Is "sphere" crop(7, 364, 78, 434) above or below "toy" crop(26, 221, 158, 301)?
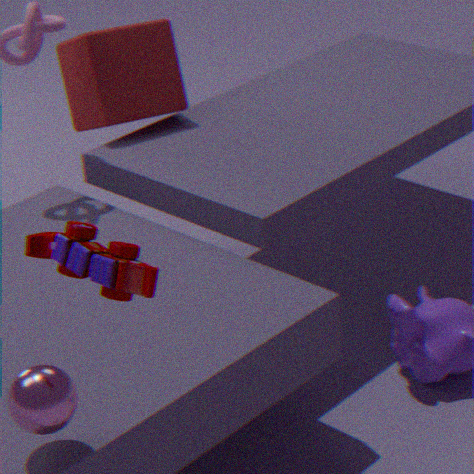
below
